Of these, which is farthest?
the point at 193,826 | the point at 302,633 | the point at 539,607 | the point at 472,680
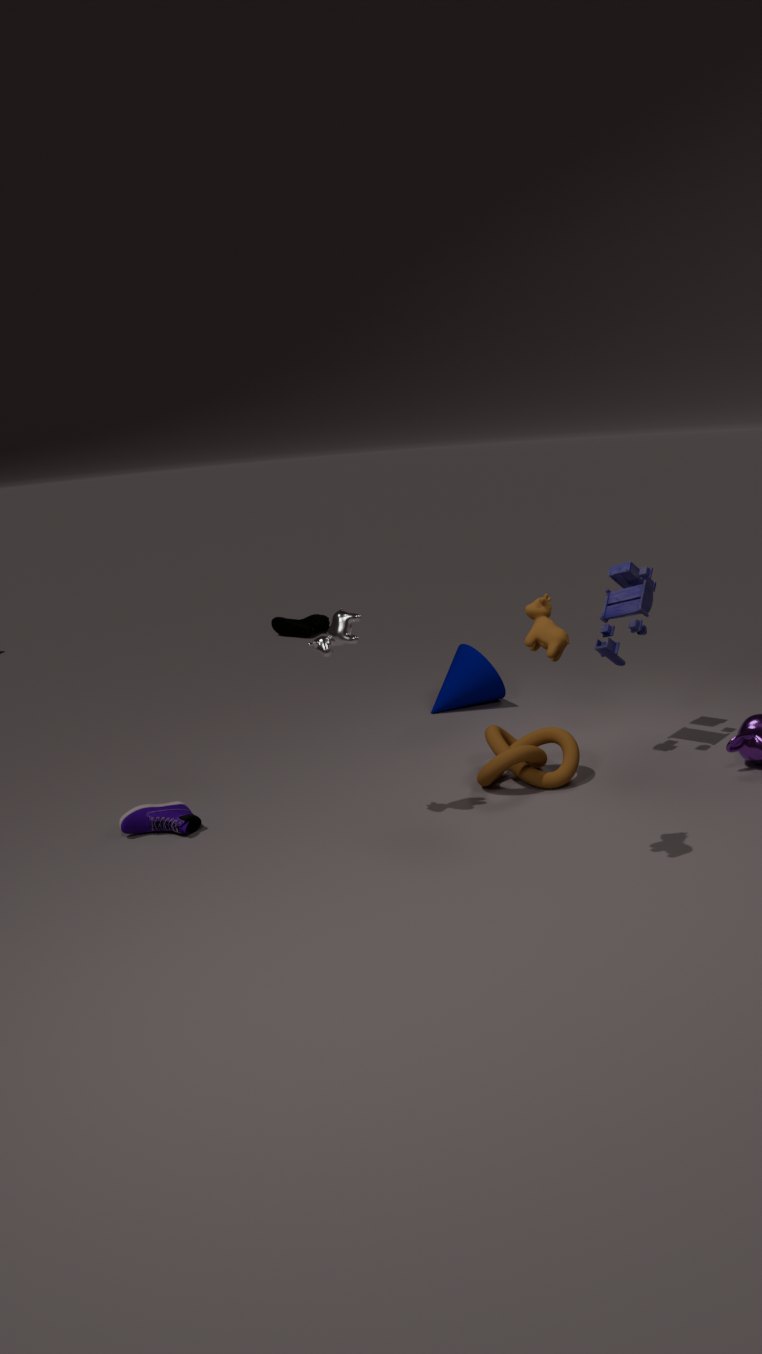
the point at 302,633
